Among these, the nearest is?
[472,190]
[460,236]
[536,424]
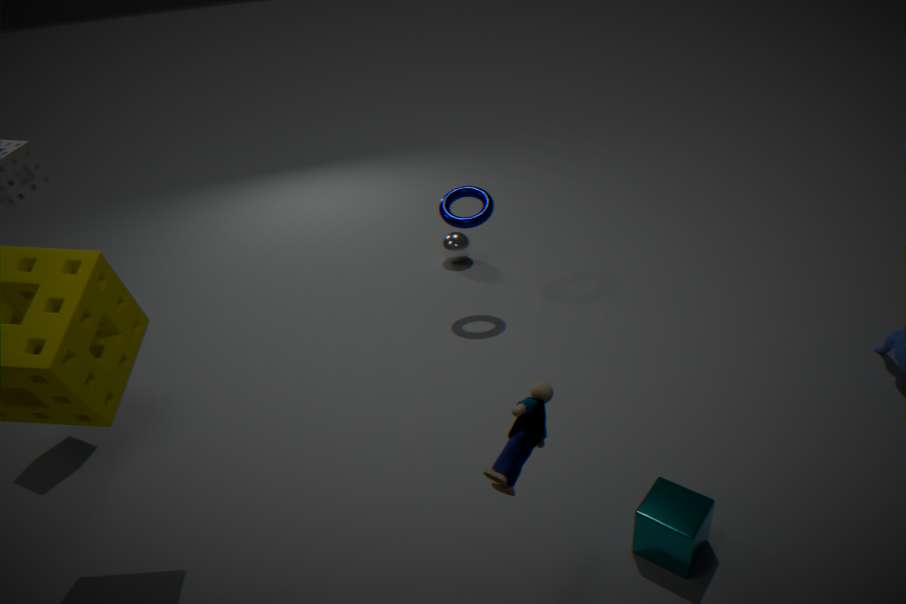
[536,424]
